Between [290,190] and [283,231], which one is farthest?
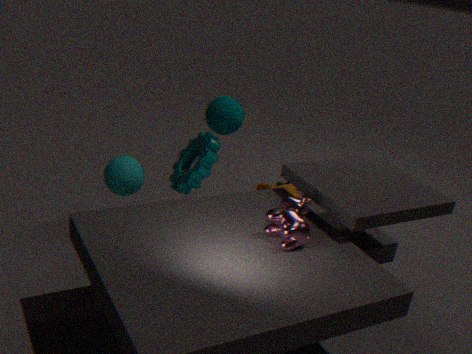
[290,190]
